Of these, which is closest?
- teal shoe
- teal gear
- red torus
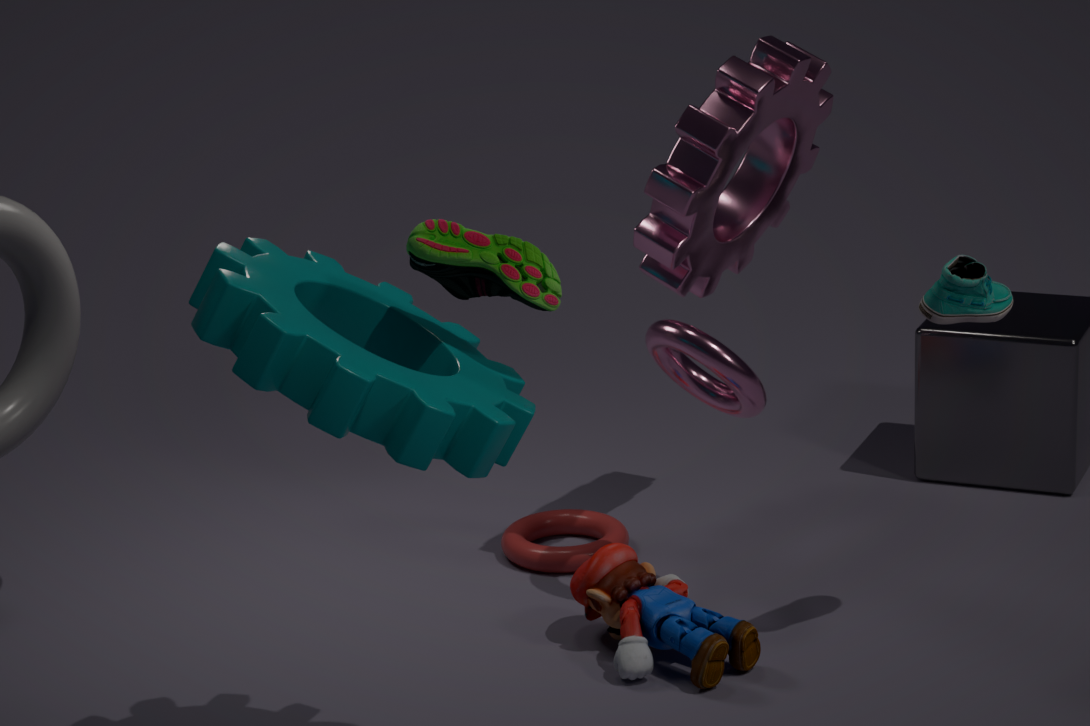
teal gear
